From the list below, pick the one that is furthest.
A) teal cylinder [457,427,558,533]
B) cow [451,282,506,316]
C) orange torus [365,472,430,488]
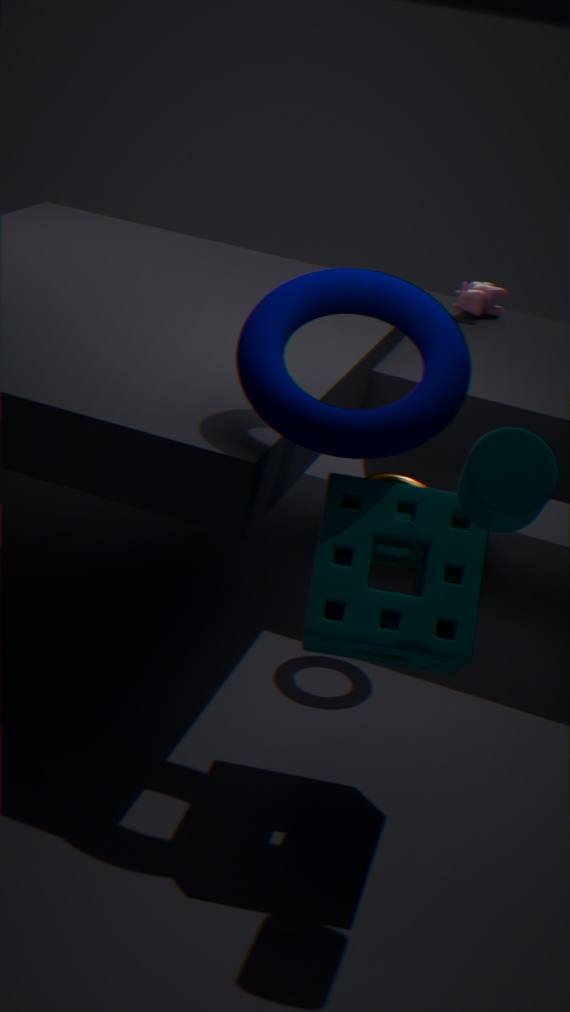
cow [451,282,506,316]
